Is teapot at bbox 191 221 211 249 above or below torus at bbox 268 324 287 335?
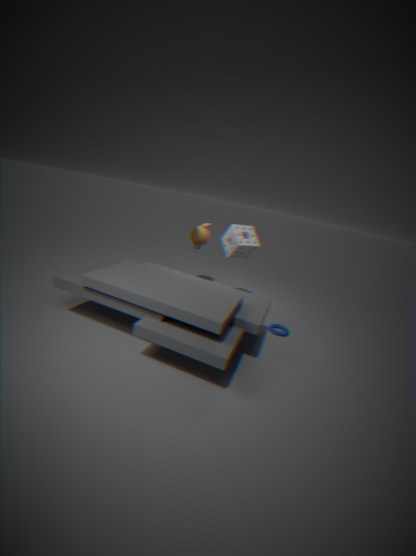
above
